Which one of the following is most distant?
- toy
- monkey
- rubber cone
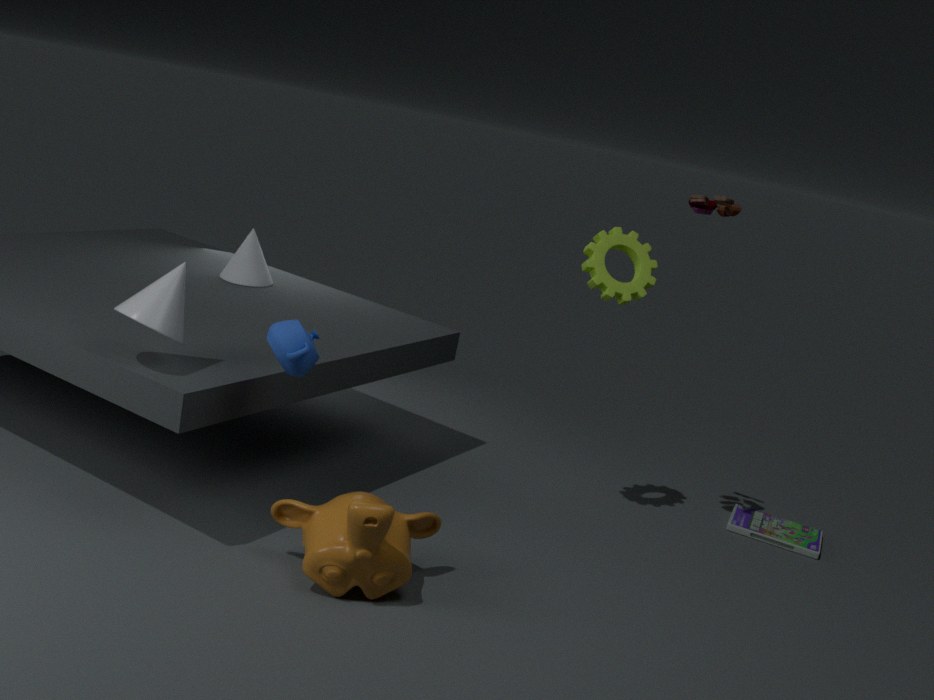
rubber cone
